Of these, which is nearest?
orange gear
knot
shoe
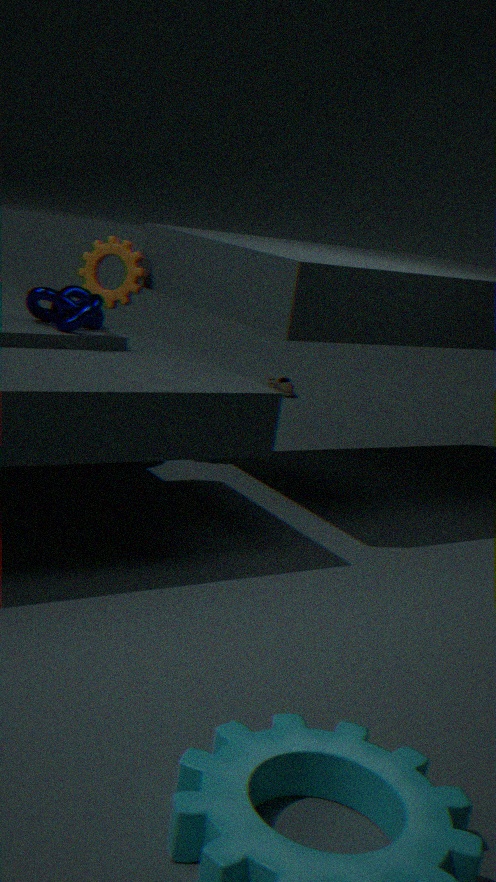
knot
